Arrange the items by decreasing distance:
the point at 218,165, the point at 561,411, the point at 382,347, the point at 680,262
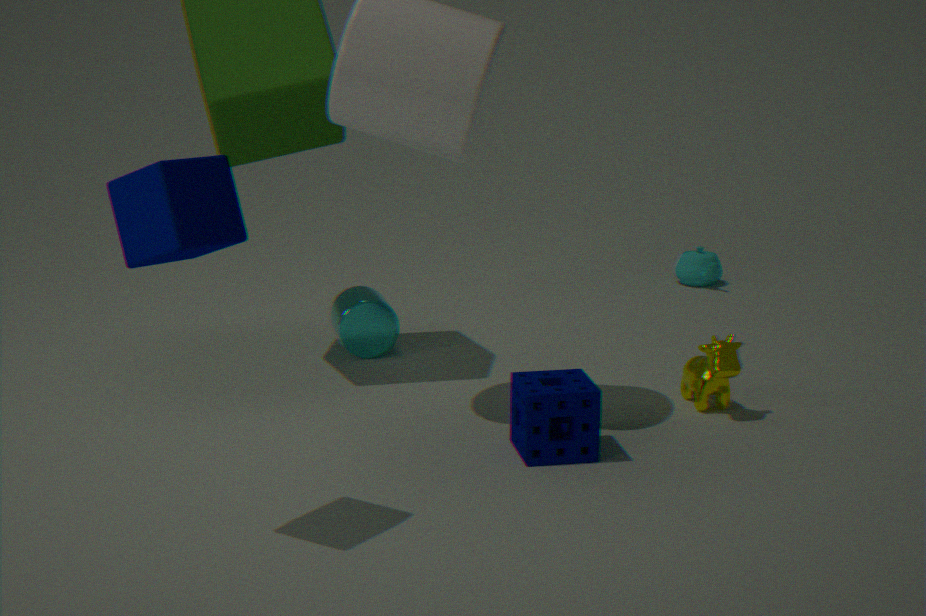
the point at 680,262 < the point at 382,347 < the point at 561,411 < the point at 218,165
